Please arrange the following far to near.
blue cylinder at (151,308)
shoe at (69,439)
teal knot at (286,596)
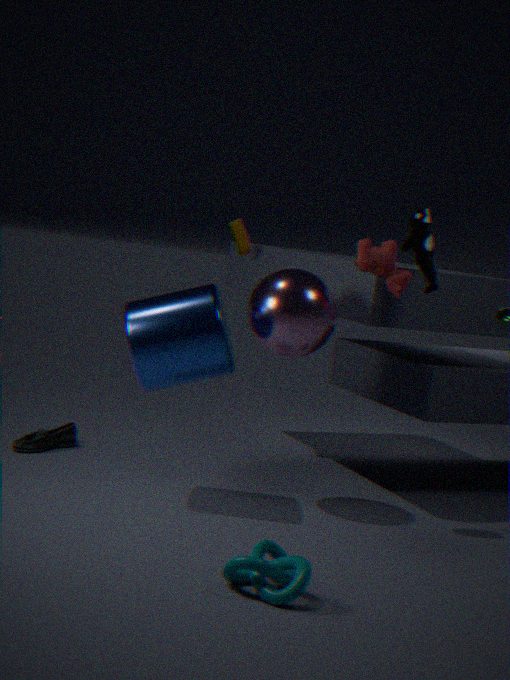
shoe at (69,439) → blue cylinder at (151,308) → teal knot at (286,596)
